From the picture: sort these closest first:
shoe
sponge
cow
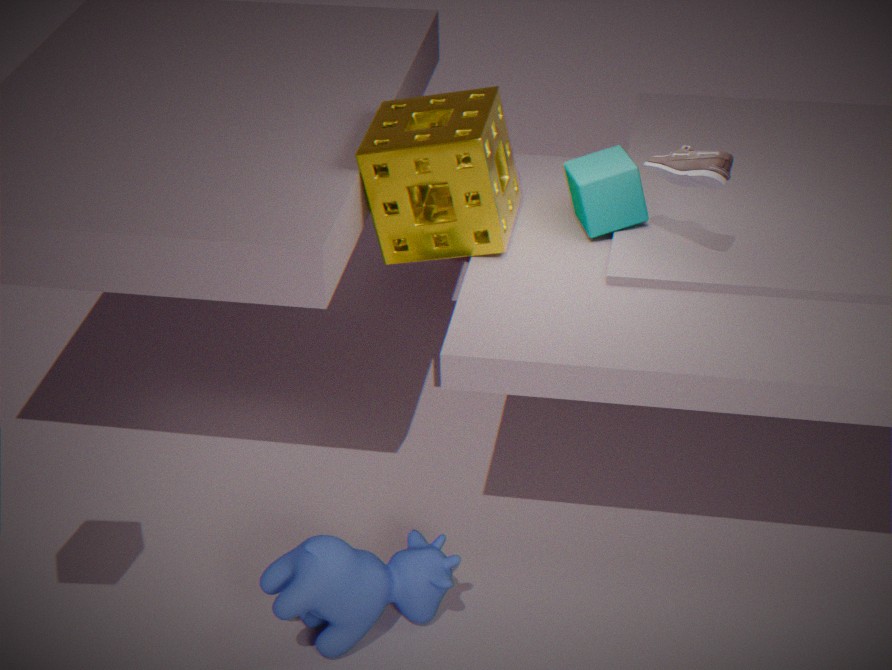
cow, shoe, sponge
